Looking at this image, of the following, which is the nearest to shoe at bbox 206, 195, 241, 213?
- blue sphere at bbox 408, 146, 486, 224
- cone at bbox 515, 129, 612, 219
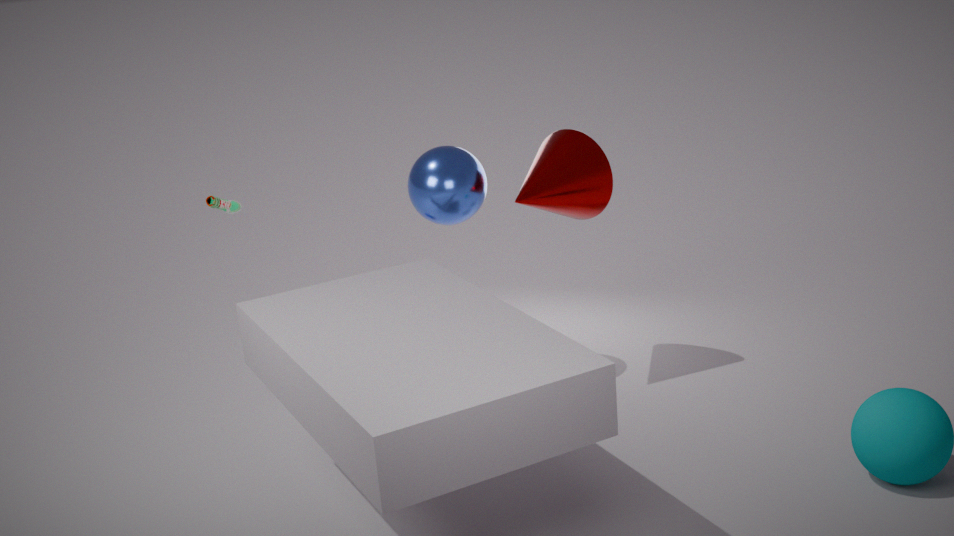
blue sphere at bbox 408, 146, 486, 224
